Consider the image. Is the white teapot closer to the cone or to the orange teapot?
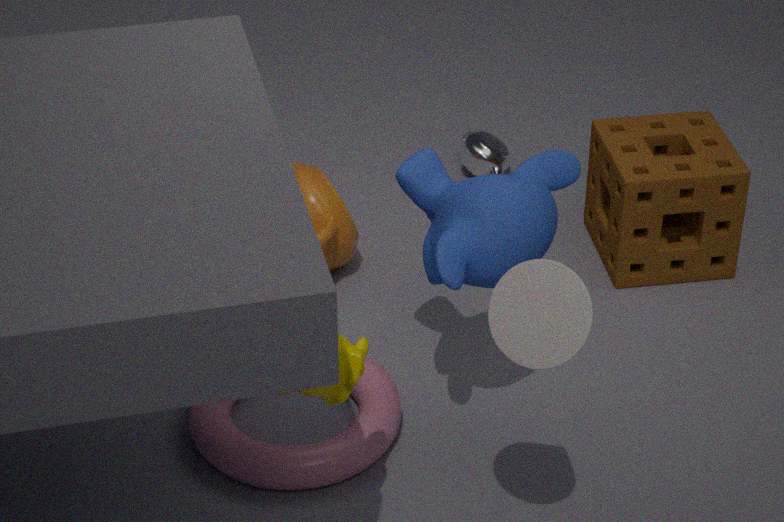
the orange teapot
